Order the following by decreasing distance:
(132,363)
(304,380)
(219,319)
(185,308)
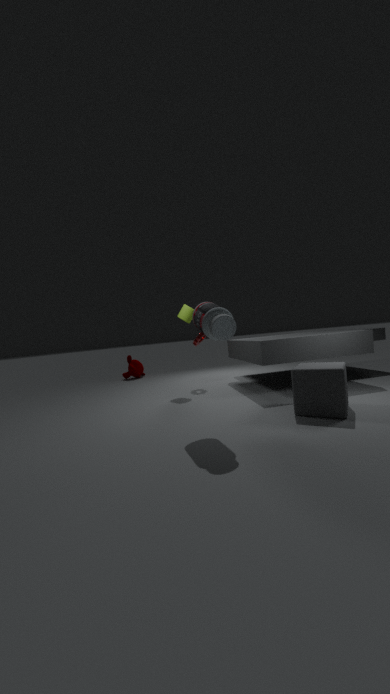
(132,363) → (185,308) → (304,380) → (219,319)
